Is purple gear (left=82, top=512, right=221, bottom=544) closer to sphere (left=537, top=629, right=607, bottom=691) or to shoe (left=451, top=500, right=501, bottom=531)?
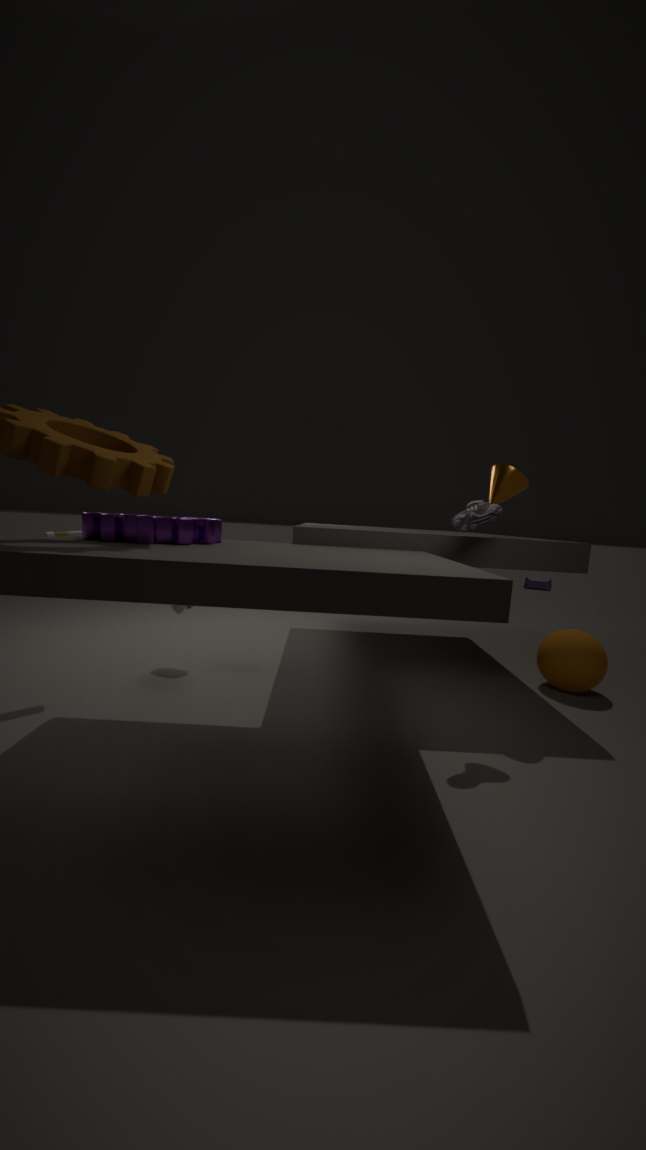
shoe (left=451, top=500, right=501, bottom=531)
